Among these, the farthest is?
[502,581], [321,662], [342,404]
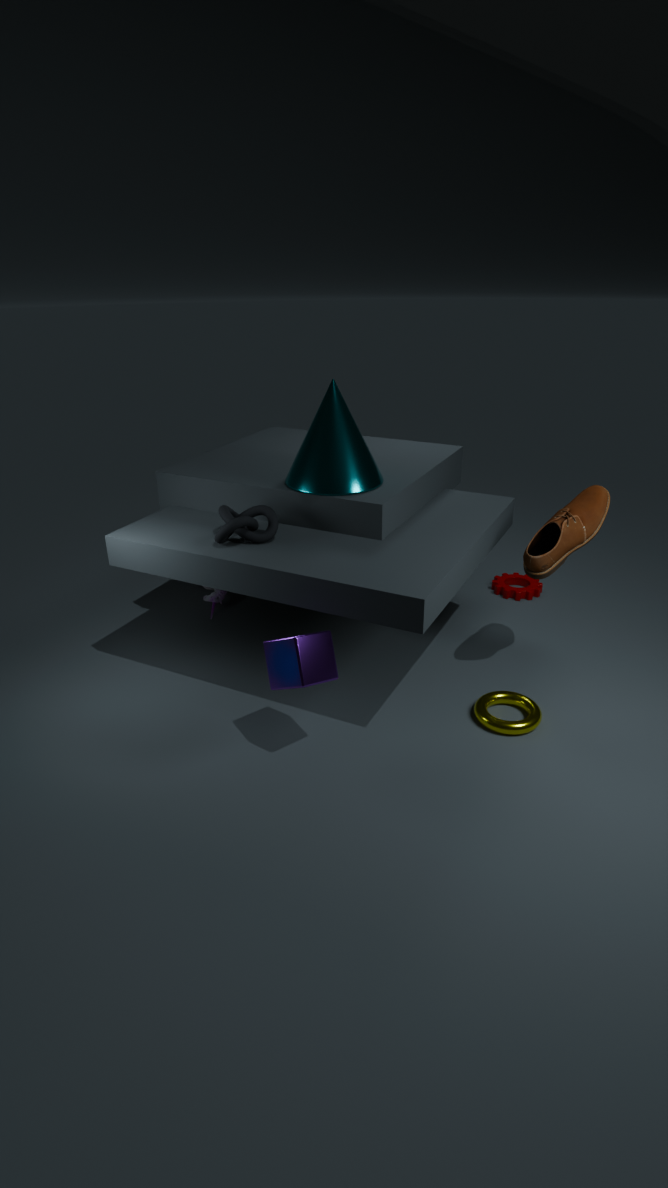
[502,581]
